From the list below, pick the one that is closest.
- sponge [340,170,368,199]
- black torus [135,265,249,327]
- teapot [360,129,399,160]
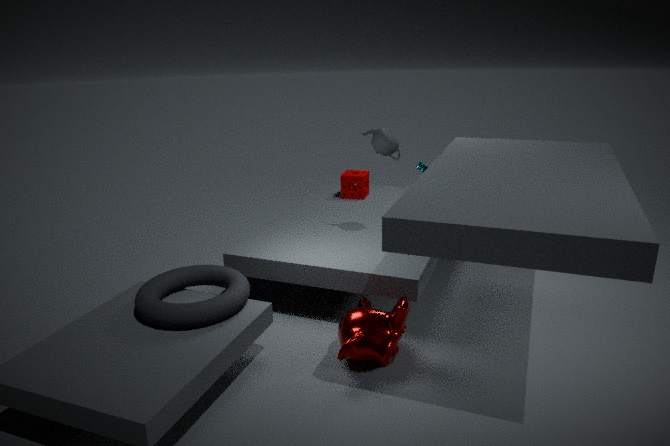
black torus [135,265,249,327]
